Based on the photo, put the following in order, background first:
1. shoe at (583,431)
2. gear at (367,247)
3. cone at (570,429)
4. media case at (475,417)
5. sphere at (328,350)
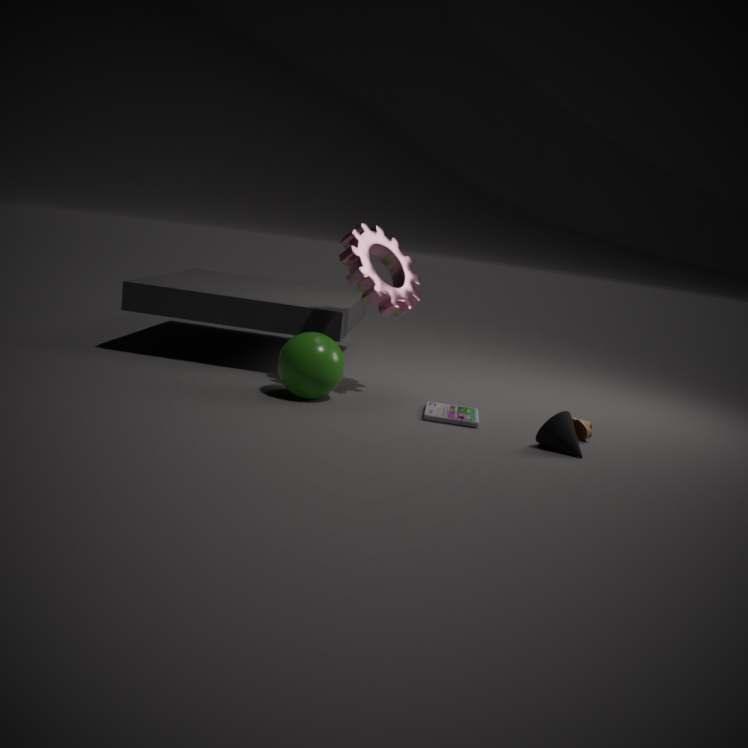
gear at (367,247) → media case at (475,417) → sphere at (328,350) → shoe at (583,431) → cone at (570,429)
